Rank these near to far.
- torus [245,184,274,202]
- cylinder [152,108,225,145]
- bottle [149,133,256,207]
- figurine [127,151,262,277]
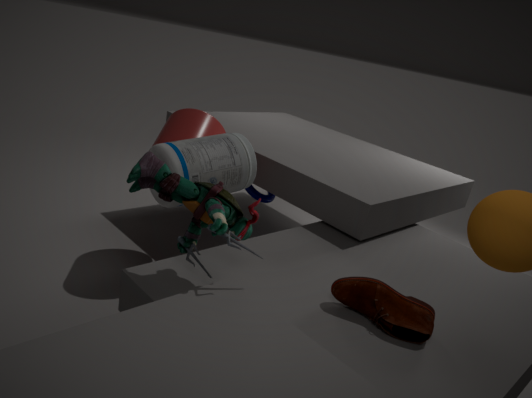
1. figurine [127,151,262,277]
2. bottle [149,133,256,207]
3. cylinder [152,108,225,145]
4. torus [245,184,274,202]
